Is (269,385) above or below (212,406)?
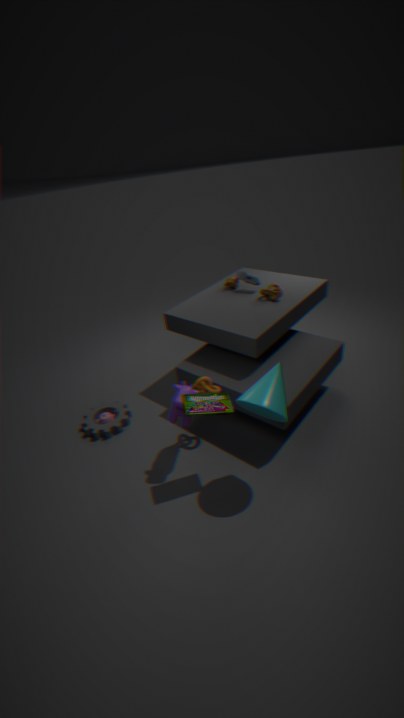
above
